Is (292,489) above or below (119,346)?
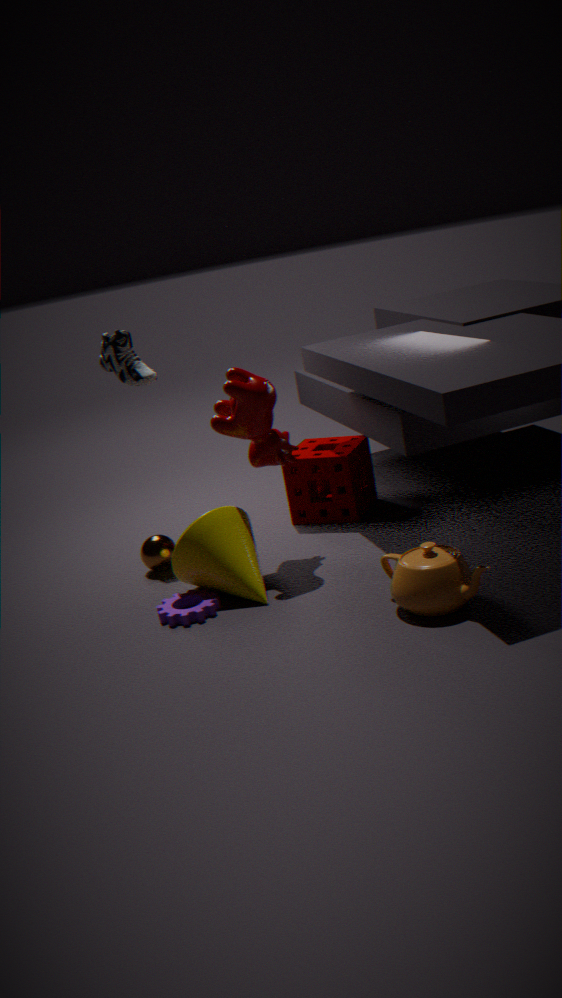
below
